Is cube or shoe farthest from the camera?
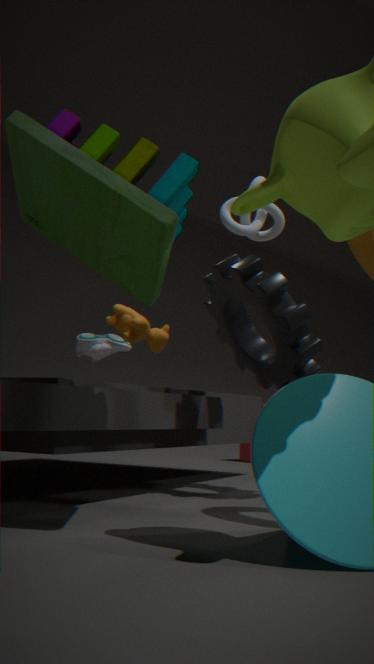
cube
